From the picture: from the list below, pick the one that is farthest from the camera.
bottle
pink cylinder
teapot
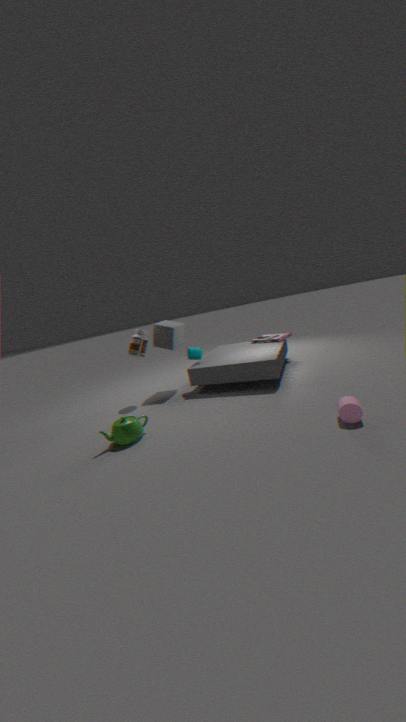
bottle
